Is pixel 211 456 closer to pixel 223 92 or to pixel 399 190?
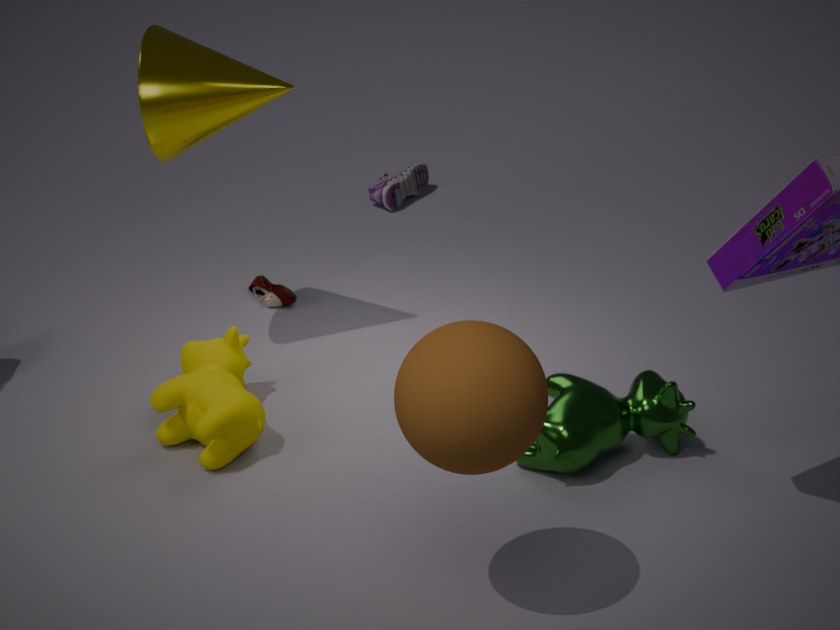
pixel 223 92
